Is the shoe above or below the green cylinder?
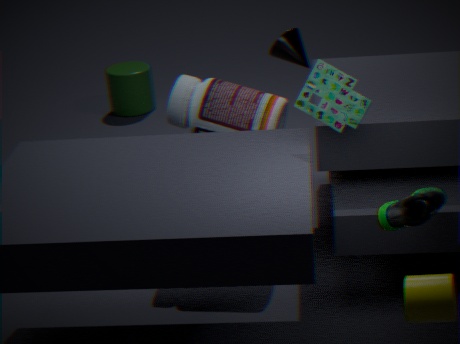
above
